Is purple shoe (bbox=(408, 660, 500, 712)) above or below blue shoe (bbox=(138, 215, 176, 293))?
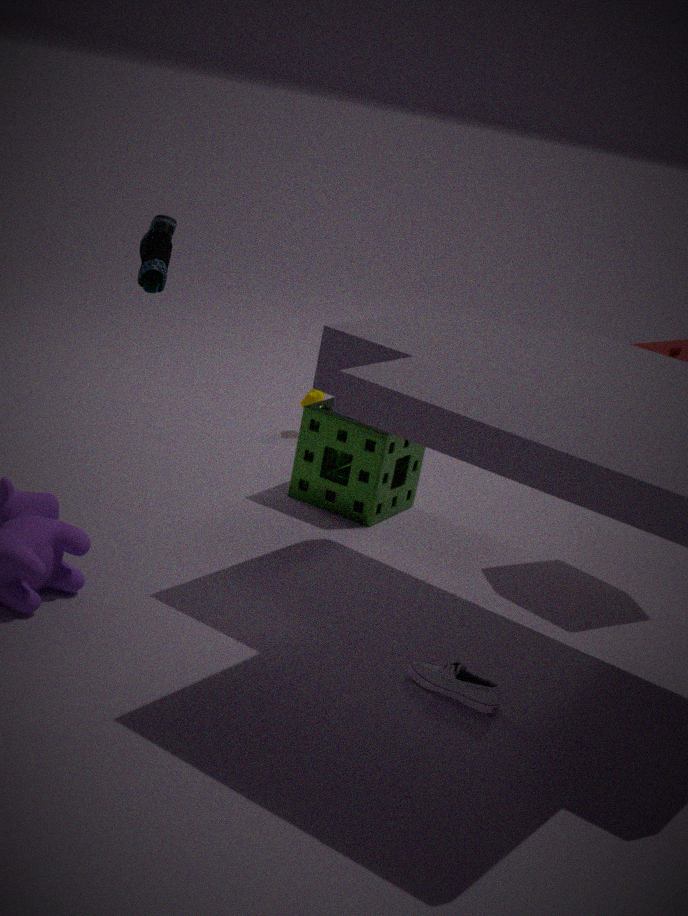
below
